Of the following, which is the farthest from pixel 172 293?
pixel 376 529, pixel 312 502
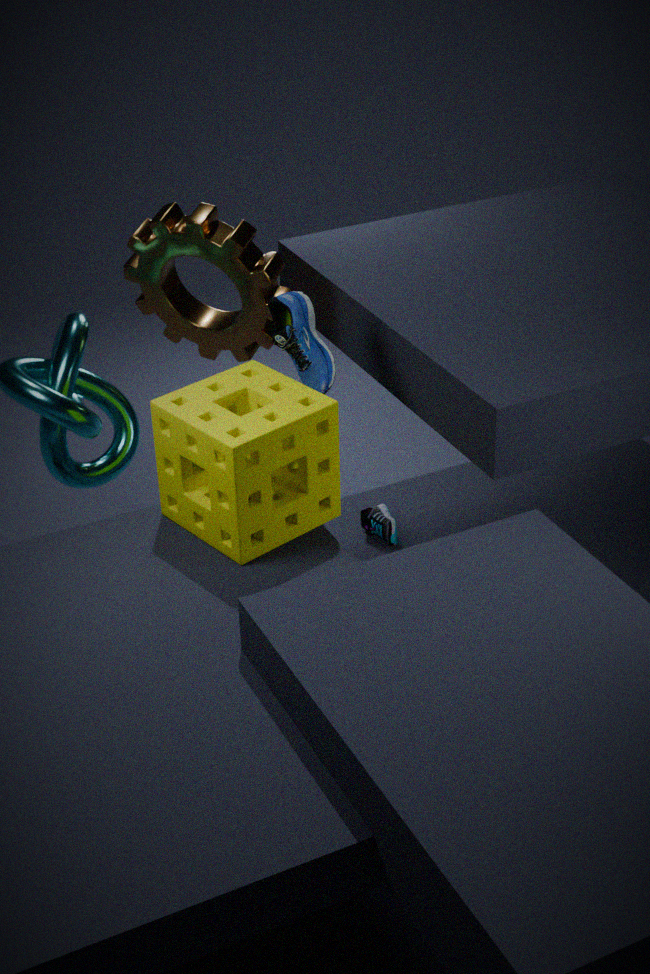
pixel 376 529
